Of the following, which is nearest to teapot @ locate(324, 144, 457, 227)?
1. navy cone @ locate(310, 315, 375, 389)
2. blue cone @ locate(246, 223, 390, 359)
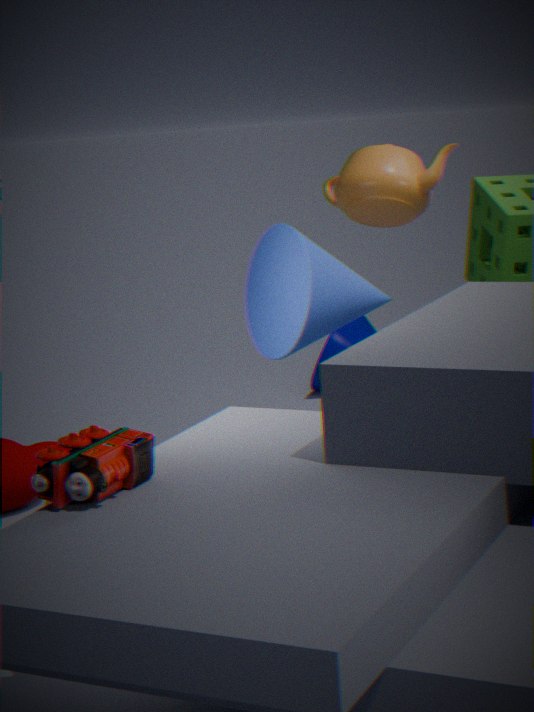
blue cone @ locate(246, 223, 390, 359)
